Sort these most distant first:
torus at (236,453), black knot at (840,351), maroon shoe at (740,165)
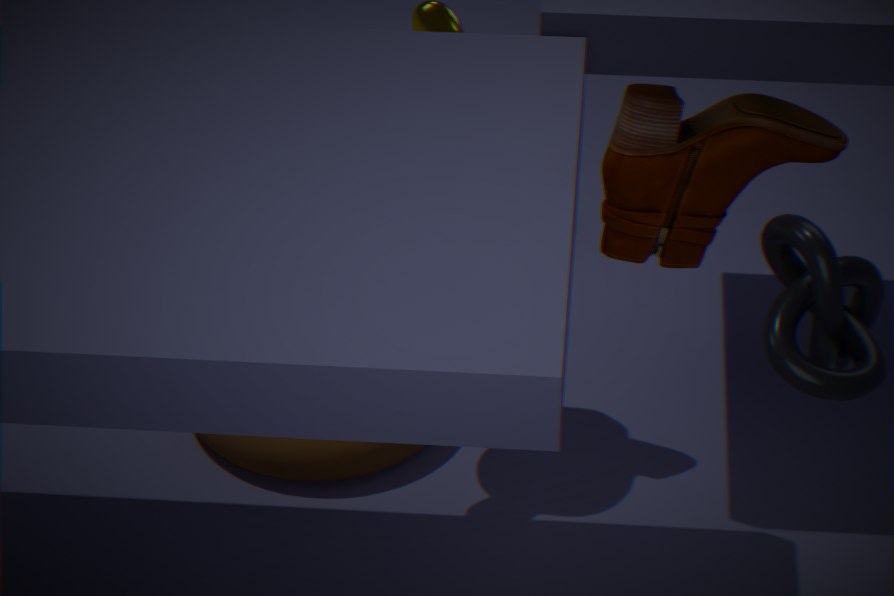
1. torus at (236,453)
2. maroon shoe at (740,165)
3. black knot at (840,351)
